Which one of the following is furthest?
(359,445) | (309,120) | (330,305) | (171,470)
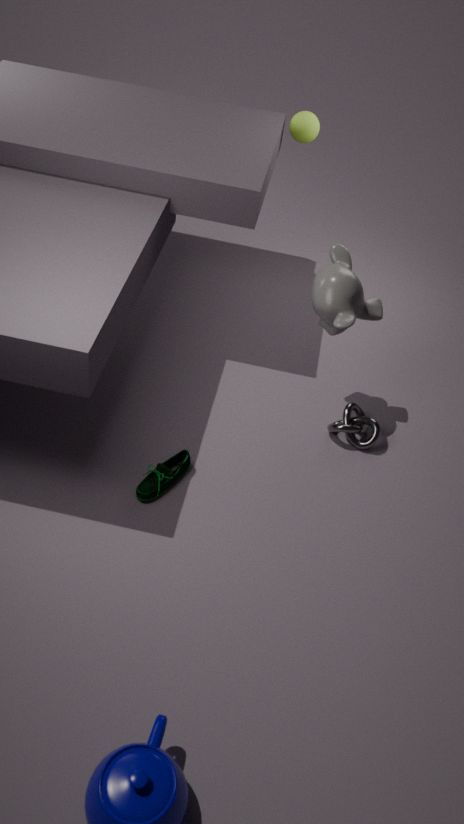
(309,120)
